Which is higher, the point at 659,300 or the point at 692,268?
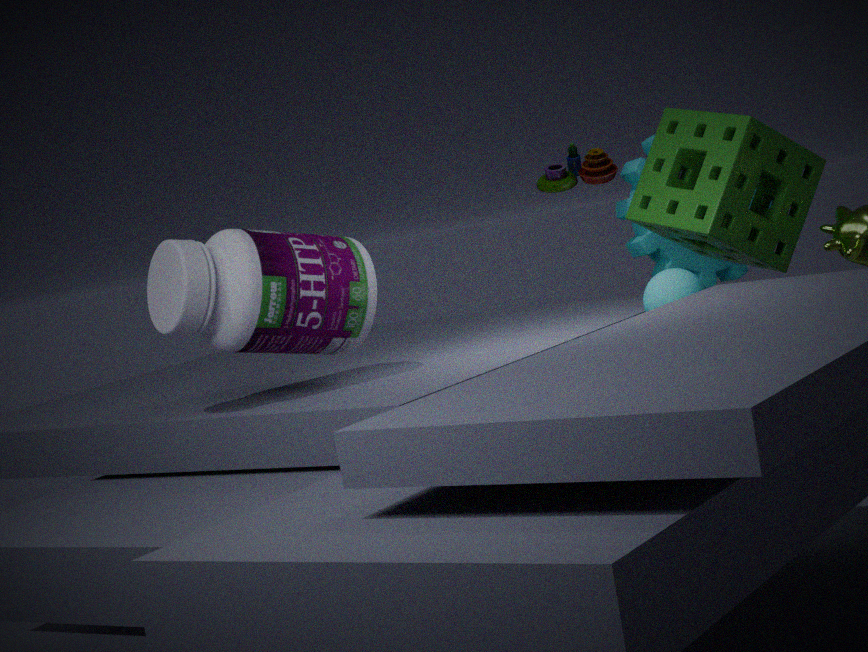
the point at 692,268
